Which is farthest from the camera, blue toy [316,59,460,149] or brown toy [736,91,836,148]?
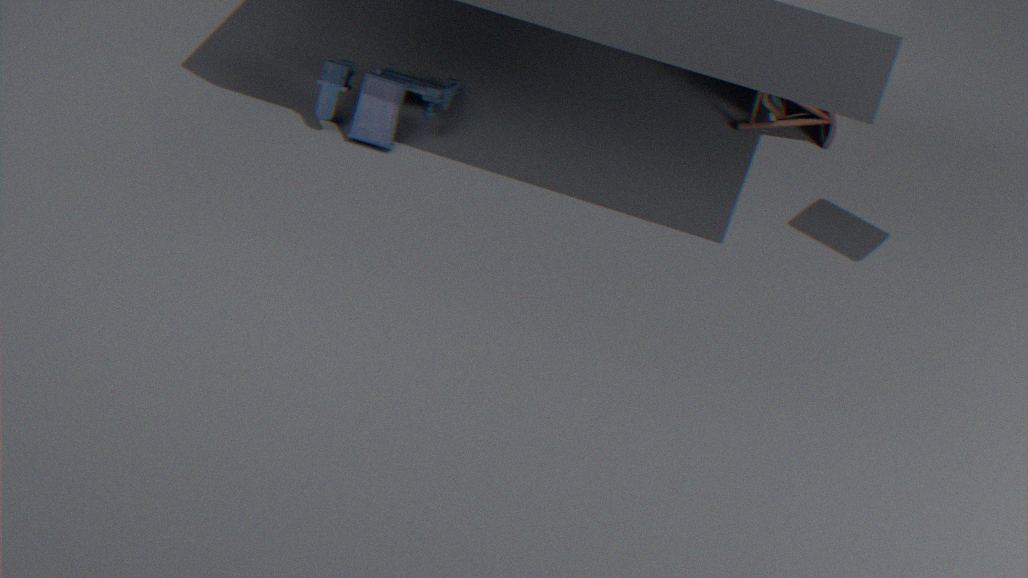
brown toy [736,91,836,148]
